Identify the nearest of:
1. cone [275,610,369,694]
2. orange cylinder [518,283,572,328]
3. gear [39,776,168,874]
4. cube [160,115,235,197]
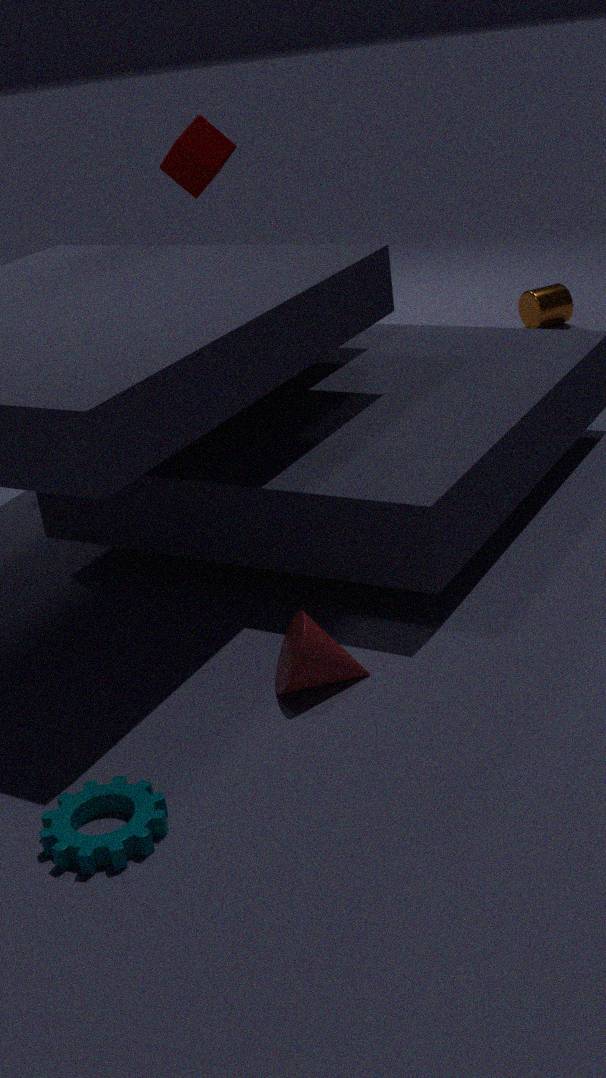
gear [39,776,168,874]
